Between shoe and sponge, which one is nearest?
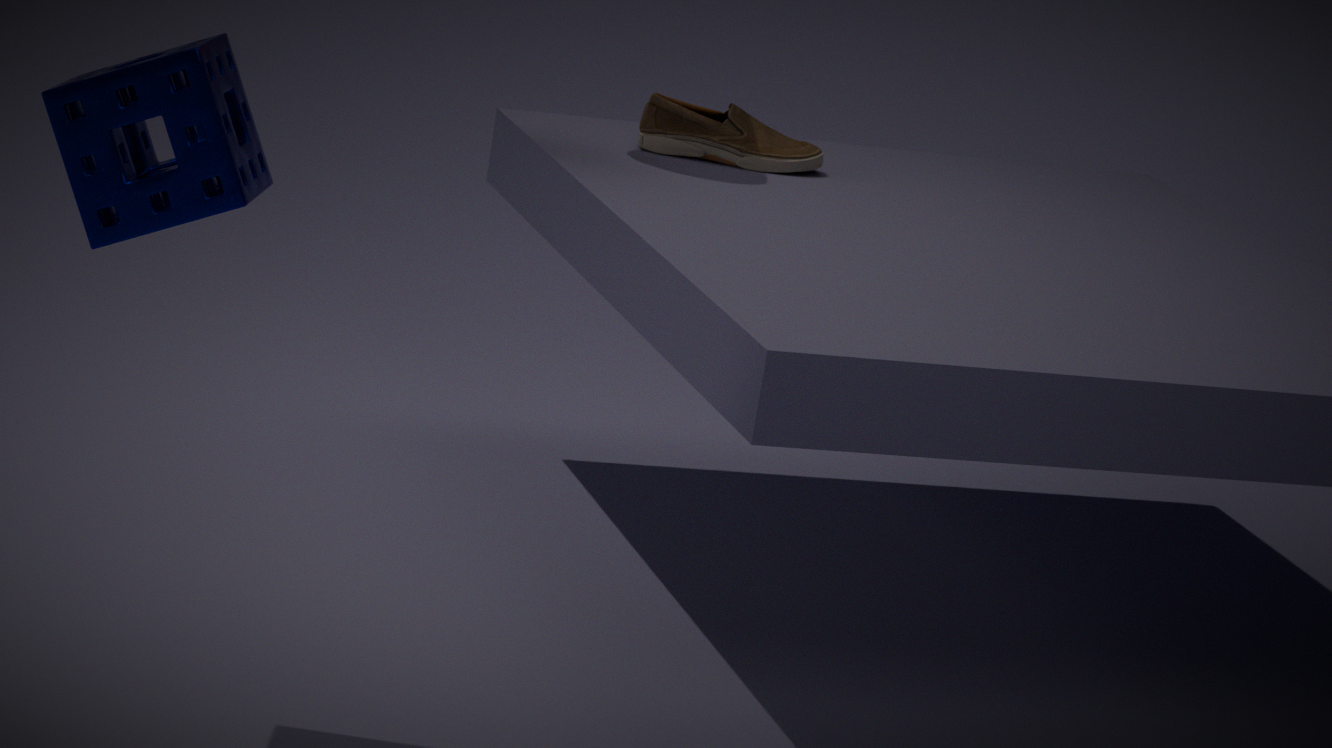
sponge
